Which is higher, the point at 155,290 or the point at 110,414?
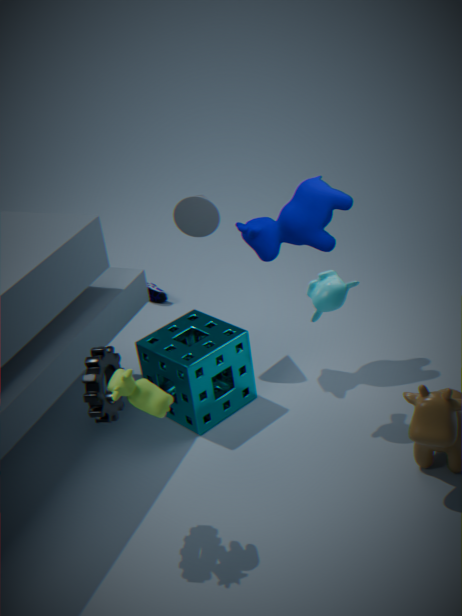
the point at 110,414
